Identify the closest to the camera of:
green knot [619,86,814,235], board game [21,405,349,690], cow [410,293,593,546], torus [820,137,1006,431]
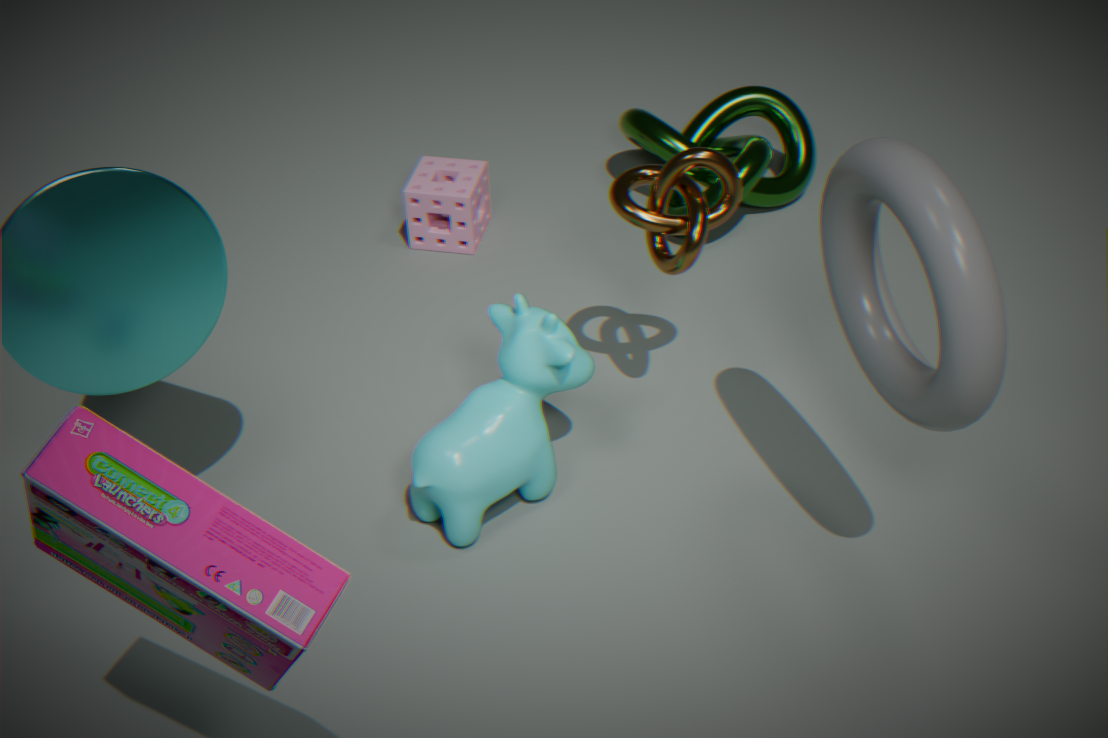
board game [21,405,349,690]
